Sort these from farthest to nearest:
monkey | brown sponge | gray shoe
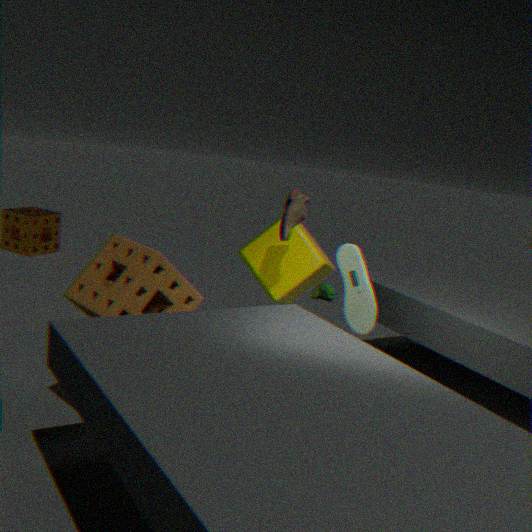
monkey → gray shoe → brown sponge
